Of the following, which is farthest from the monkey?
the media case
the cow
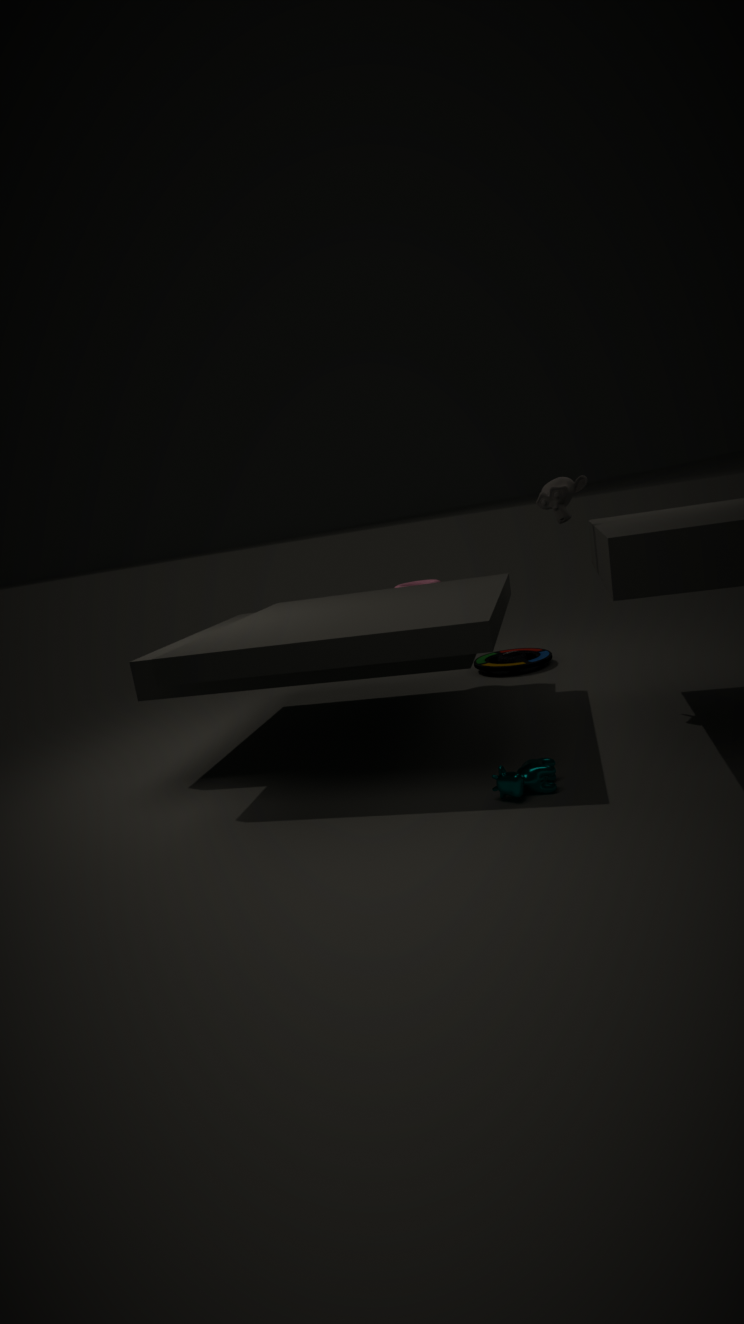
the media case
